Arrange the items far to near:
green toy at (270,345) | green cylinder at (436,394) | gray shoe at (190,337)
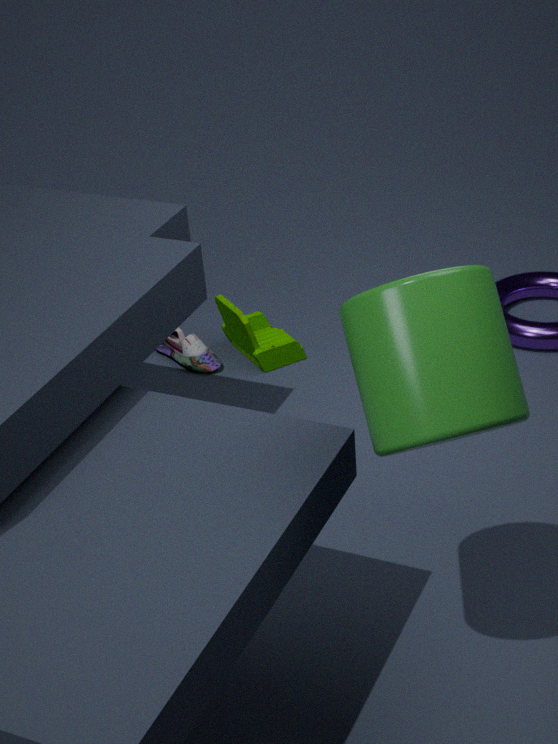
gray shoe at (190,337) < green toy at (270,345) < green cylinder at (436,394)
